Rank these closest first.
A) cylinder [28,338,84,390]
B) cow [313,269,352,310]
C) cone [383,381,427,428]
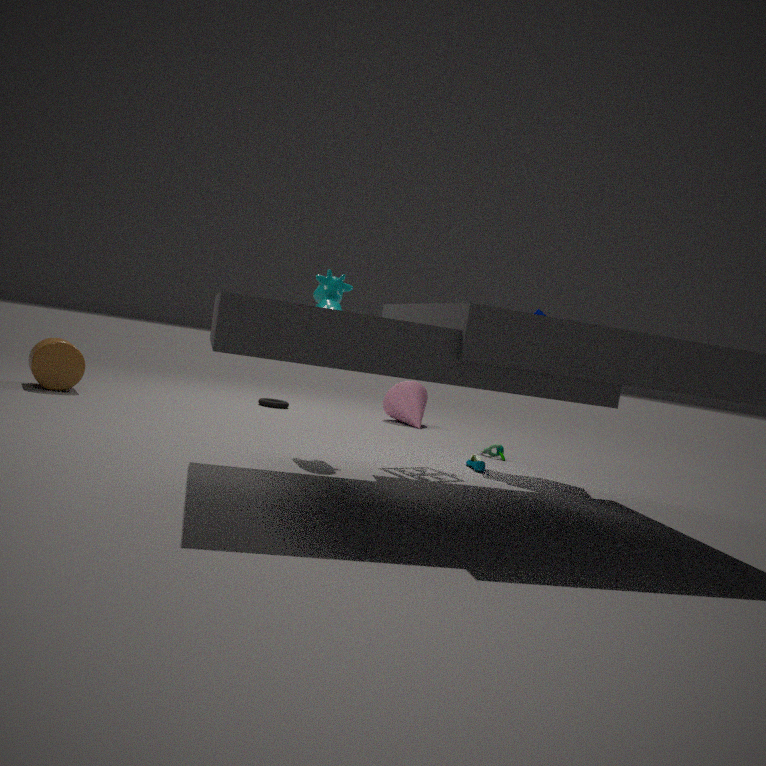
cow [313,269,352,310] → cylinder [28,338,84,390] → cone [383,381,427,428]
